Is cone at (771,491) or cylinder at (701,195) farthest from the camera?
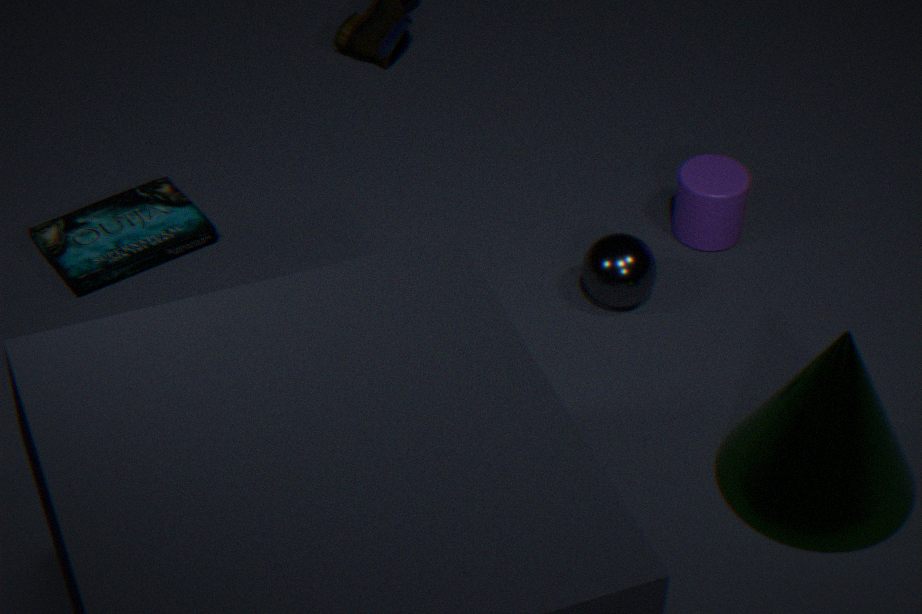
cylinder at (701,195)
